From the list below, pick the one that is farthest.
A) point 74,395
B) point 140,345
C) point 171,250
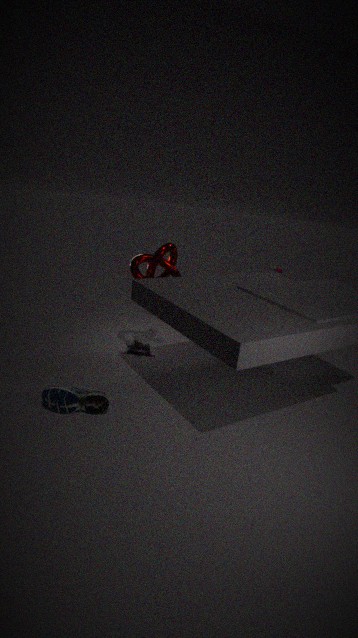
point 140,345
